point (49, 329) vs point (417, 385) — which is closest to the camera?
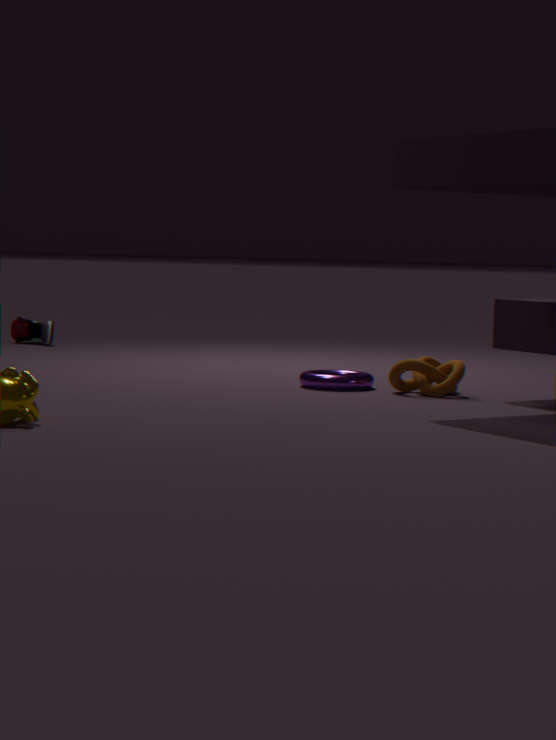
point (417, 385)
